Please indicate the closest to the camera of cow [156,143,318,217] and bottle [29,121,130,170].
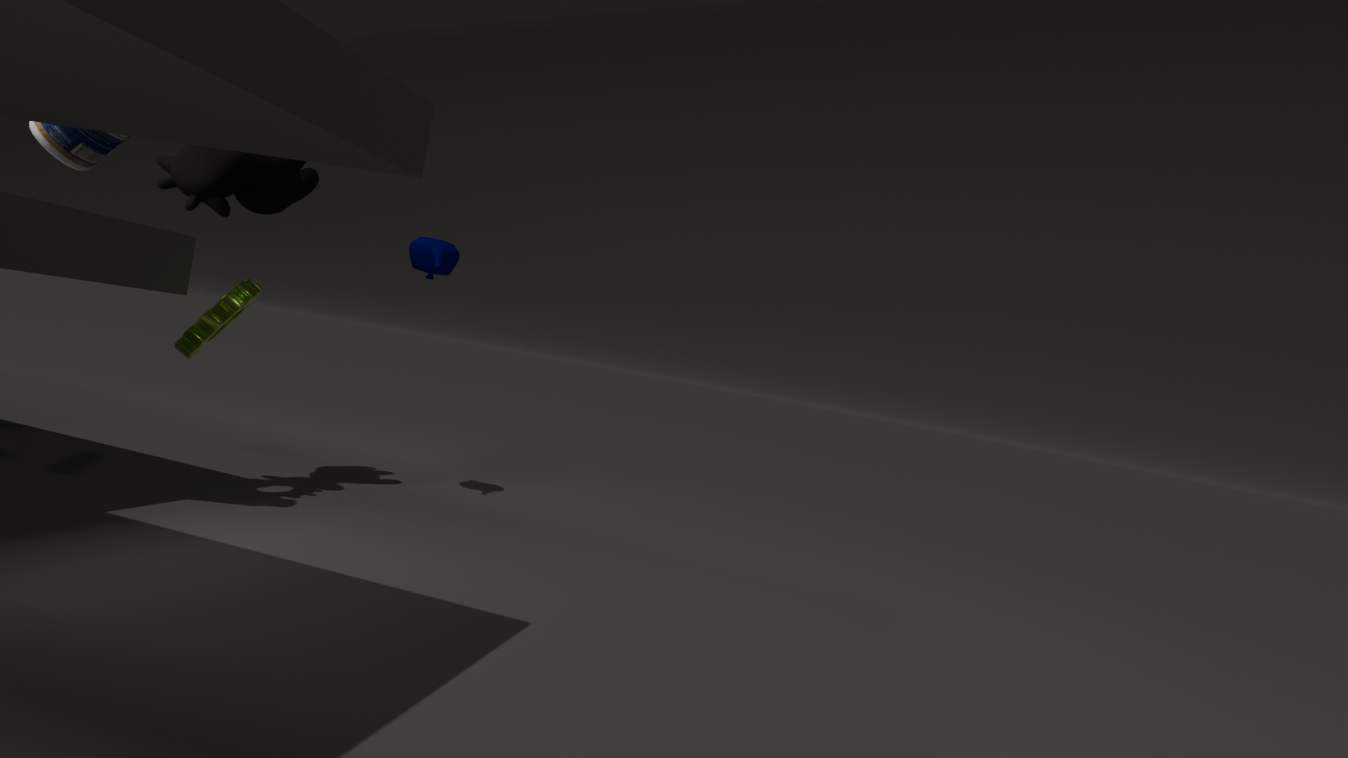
bottle [29,121,130,170]
